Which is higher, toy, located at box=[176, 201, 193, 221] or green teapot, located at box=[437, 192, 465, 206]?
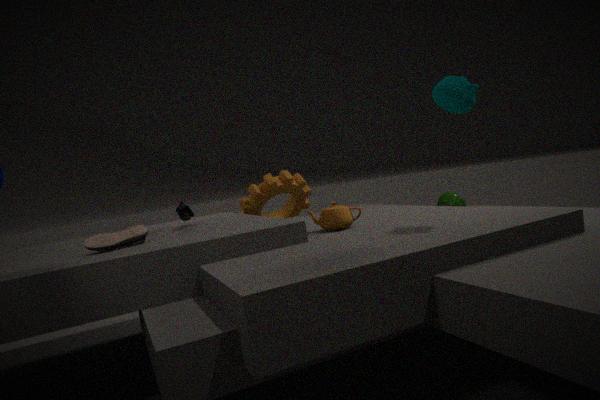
toy, located at box=[176, 201, 193, 221]
